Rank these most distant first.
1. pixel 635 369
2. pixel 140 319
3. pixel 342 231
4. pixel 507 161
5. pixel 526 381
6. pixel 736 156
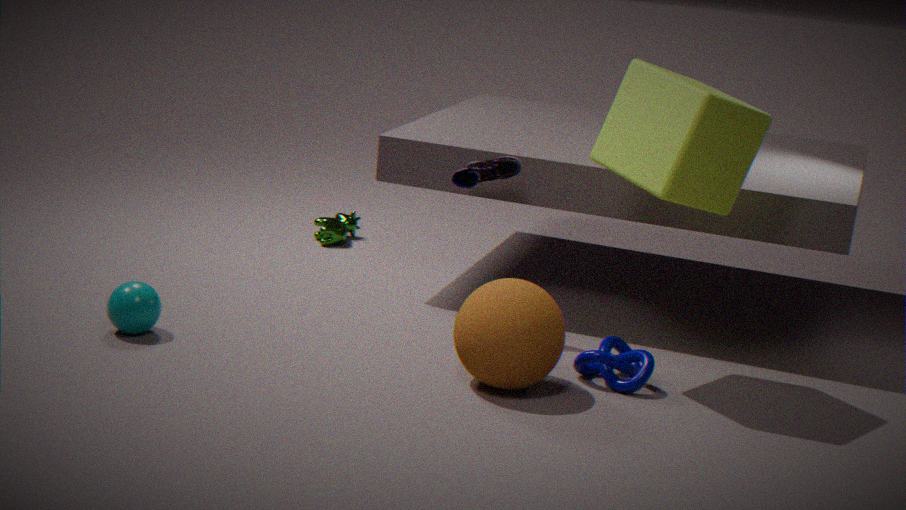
1. pixel 342 231
2. pixel 507 161
3. pixel 140 319
4. pixel 635 369
5. pixel 736 156
6. pixel 526 381
